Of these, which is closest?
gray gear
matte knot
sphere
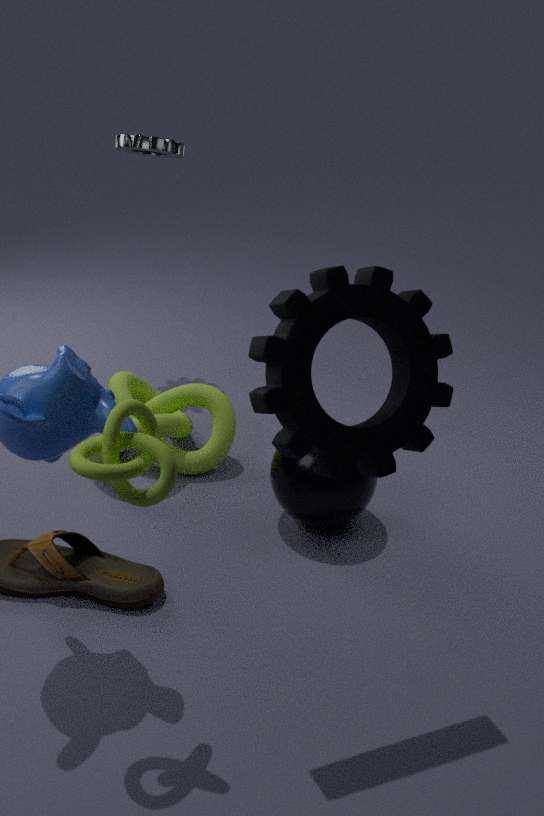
matte knot
